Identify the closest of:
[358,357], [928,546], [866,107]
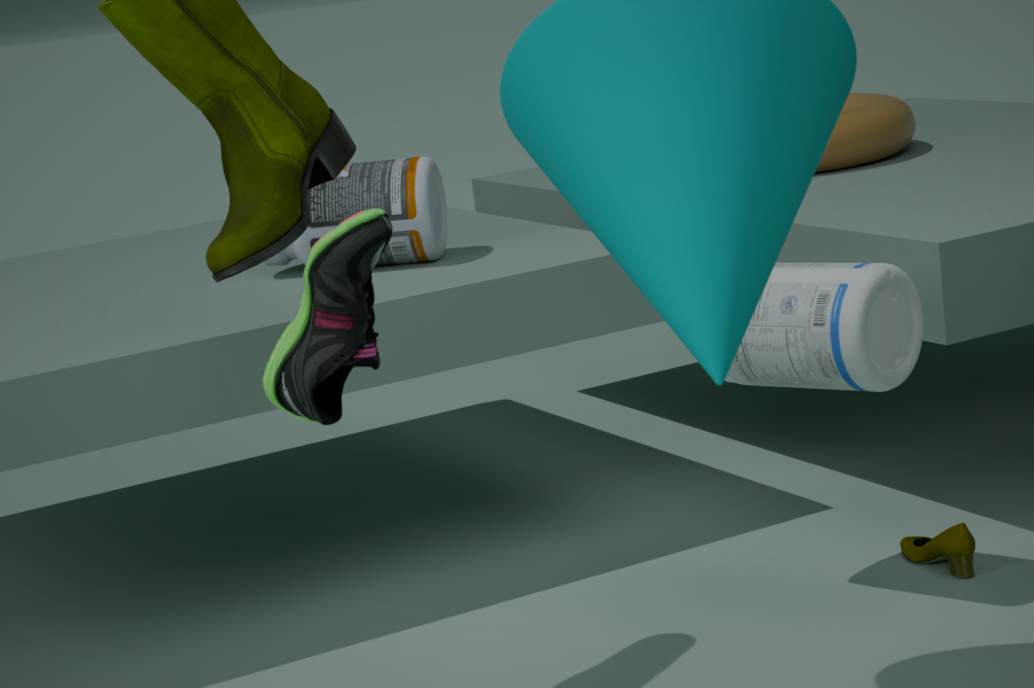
[358,357]
